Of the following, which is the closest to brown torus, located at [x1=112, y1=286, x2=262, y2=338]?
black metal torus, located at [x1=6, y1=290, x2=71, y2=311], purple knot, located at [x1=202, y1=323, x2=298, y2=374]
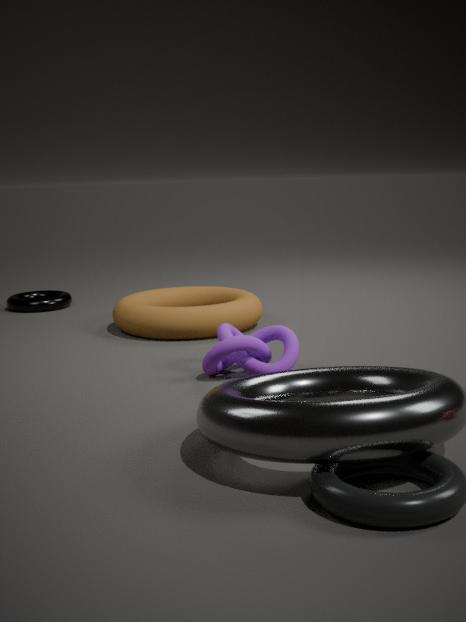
purple knot, located at [x1=202, y1=323, x2=298, y2=374]
